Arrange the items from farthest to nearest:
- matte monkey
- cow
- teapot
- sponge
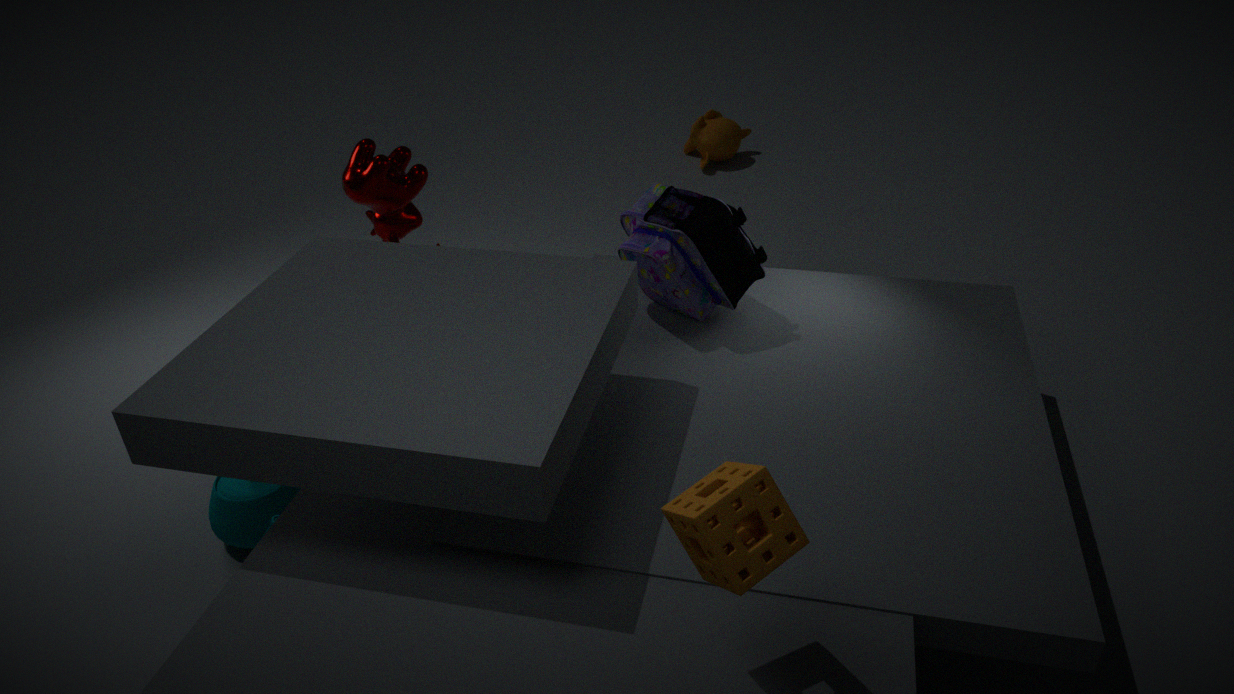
matte monkey, cow, teapot, sponge
